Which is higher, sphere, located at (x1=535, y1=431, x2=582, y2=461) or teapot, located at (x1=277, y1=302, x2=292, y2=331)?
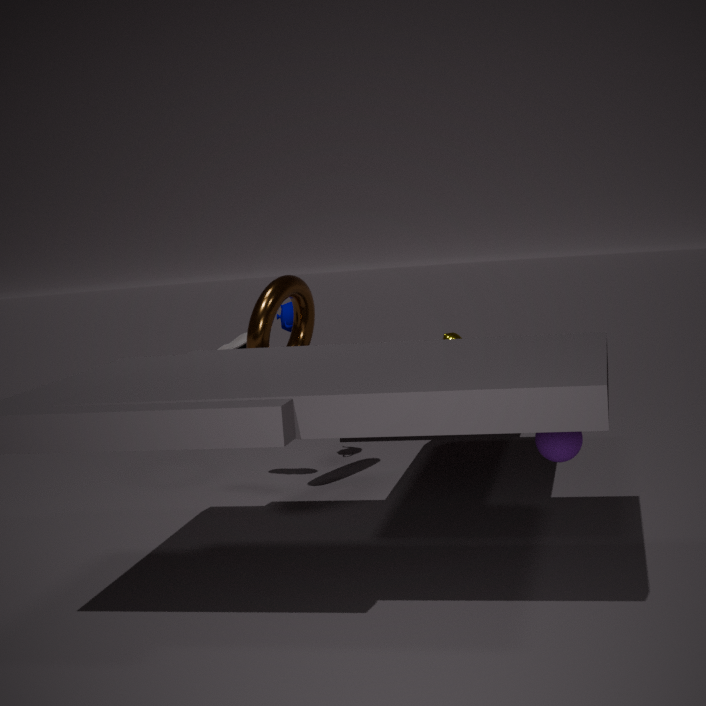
teapot, located at (x1=277, y1=302, x2=292, y2=331)
